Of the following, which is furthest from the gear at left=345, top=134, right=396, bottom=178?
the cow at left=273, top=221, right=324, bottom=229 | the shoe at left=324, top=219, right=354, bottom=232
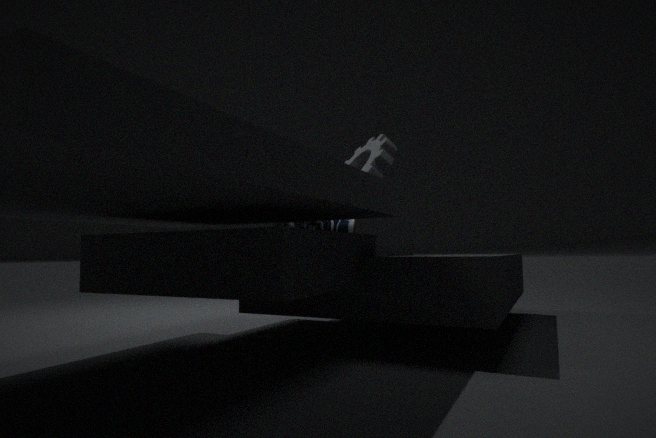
the cow at left=273, top=221, right=324, bottom=229
